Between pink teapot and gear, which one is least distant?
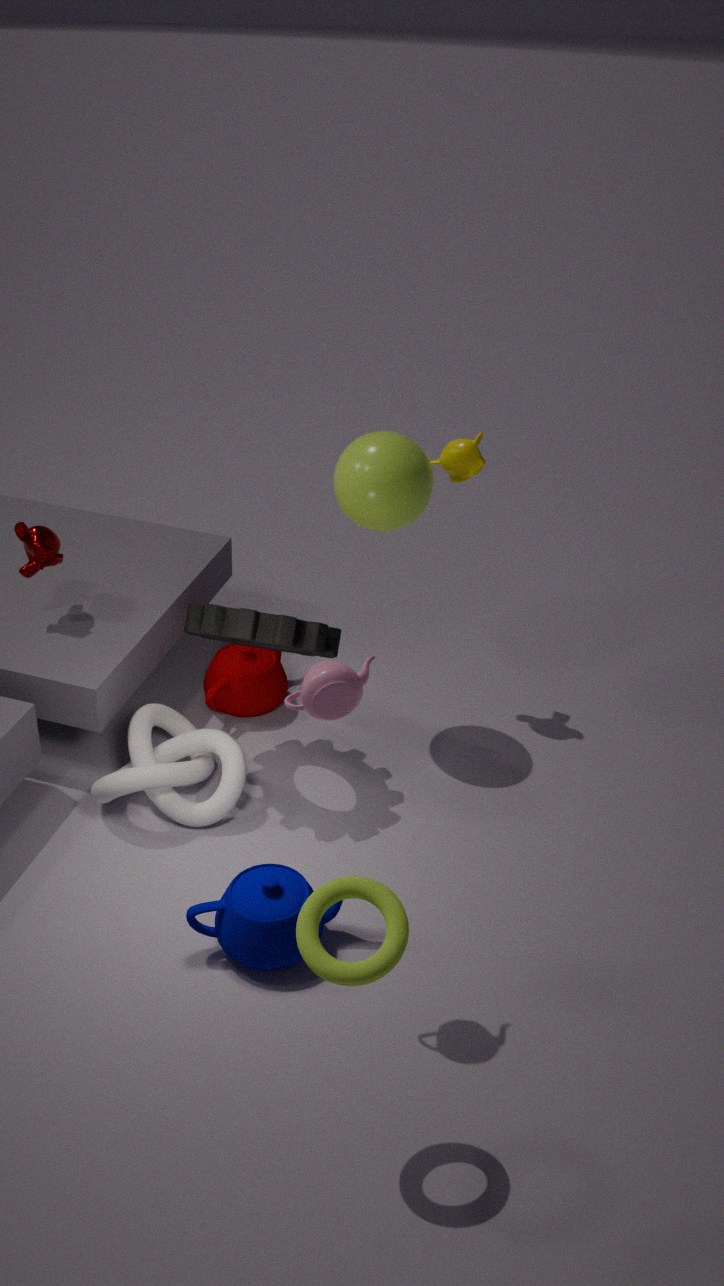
pink teapot
